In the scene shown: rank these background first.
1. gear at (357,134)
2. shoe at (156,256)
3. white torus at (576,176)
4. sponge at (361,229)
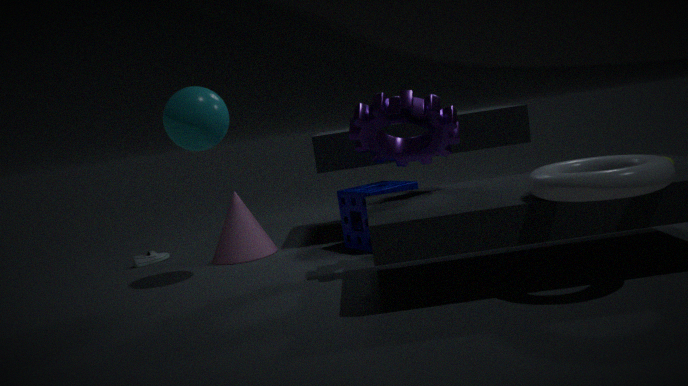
shoe at (156,256), sponge at (361,229), gear at (357,134), white torus at (576,176)
